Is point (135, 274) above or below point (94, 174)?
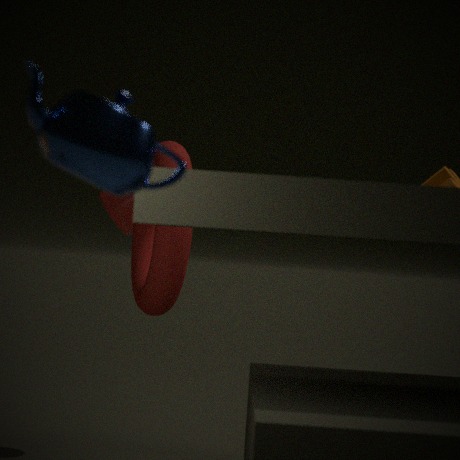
below
